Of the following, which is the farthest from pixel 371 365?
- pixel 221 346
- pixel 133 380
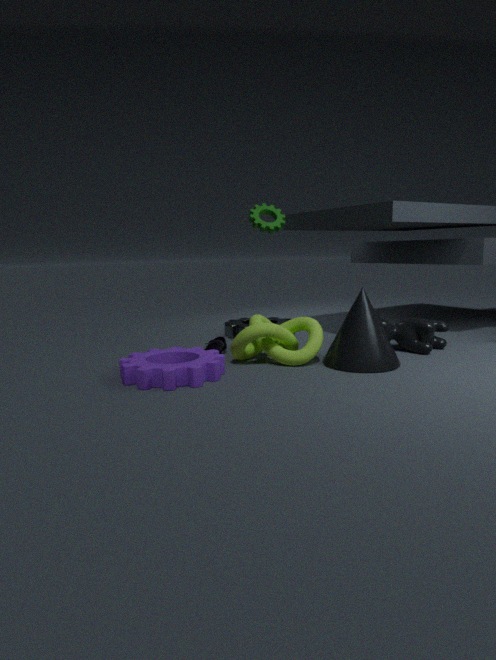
pixel 133 380
